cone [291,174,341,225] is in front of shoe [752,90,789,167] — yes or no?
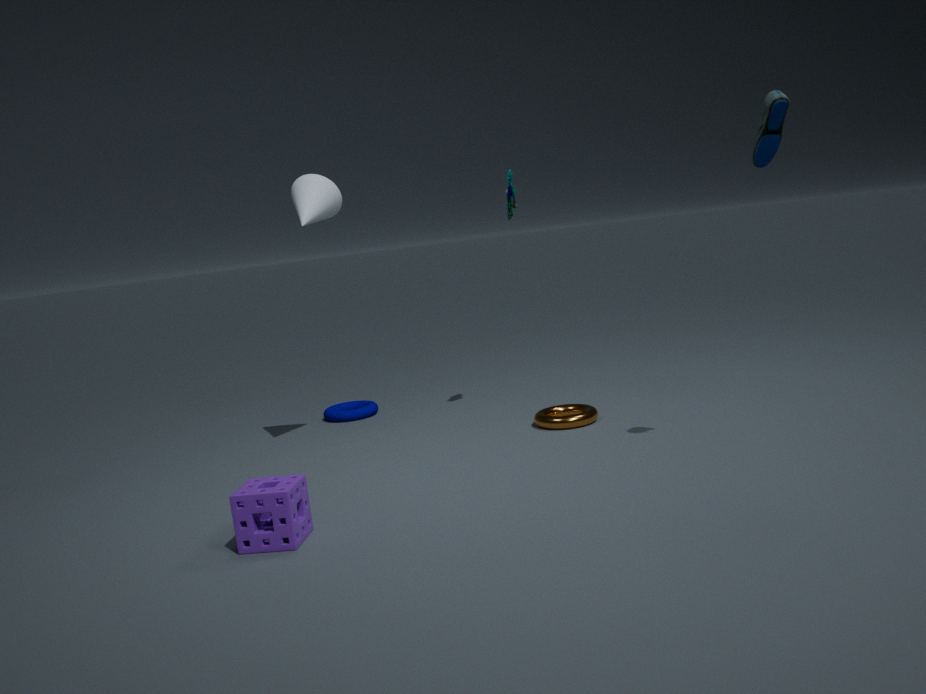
No
